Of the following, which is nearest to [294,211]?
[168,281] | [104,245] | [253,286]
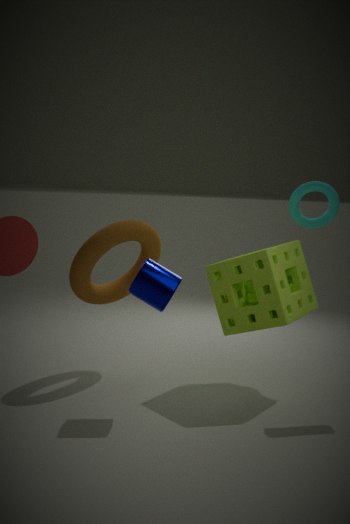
[253,286]
